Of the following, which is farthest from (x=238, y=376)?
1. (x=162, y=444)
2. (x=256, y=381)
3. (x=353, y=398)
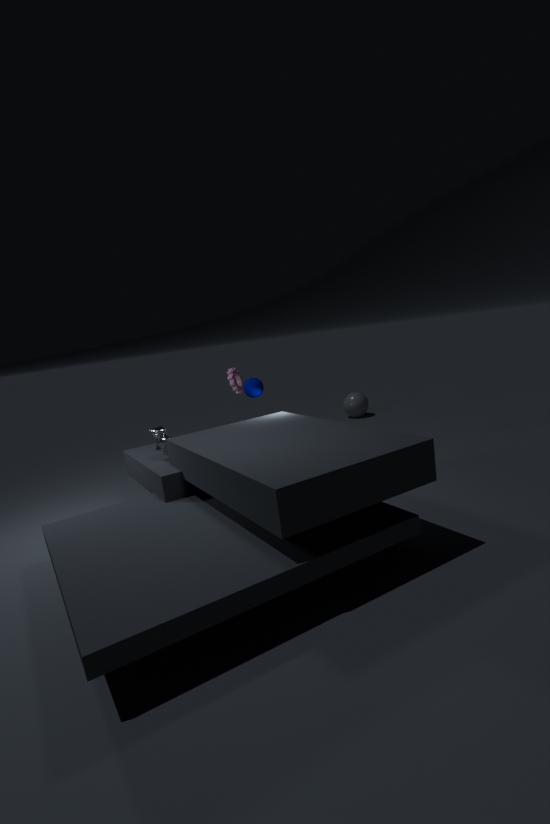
(x=353, y=398)
